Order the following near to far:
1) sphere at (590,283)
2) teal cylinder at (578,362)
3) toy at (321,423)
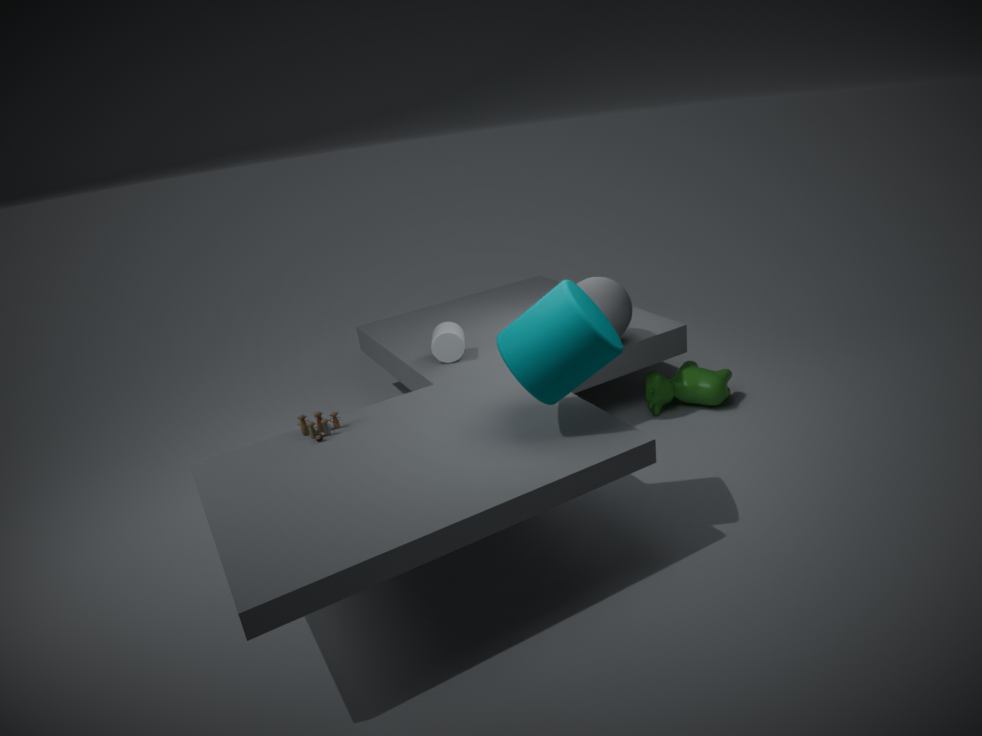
2. teal cylinder at (578,362) → 3. toy at (321,423) → 1. sphere at (590,283)
